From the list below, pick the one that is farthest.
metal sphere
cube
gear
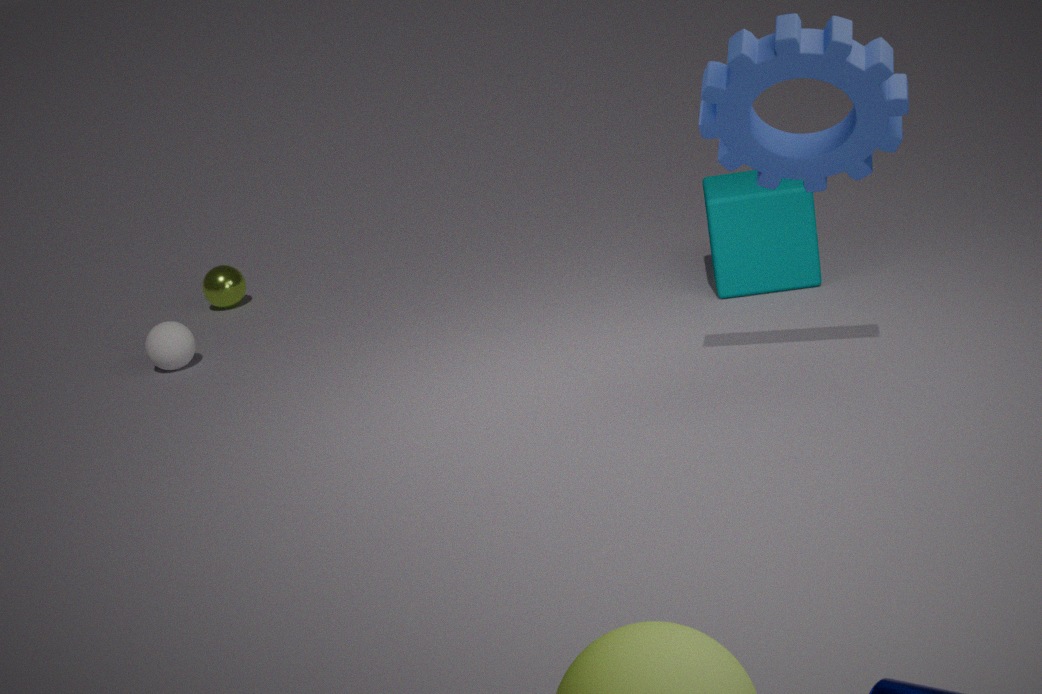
metal sphere
